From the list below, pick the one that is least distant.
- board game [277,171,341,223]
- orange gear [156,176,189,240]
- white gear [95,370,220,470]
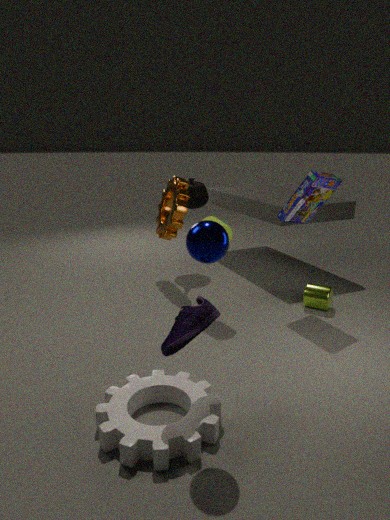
white gear [95,370,220,470]
